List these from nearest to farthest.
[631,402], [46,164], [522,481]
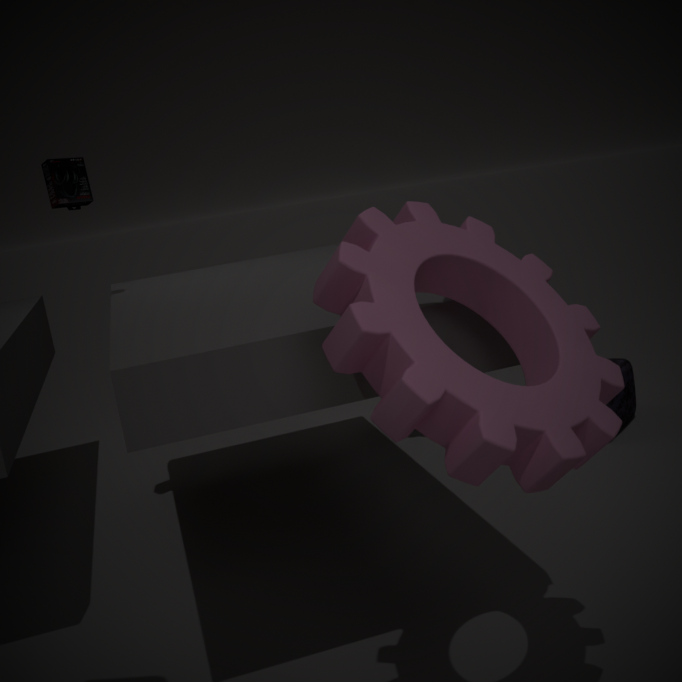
[522,481] < [46,164] < [631,402]
